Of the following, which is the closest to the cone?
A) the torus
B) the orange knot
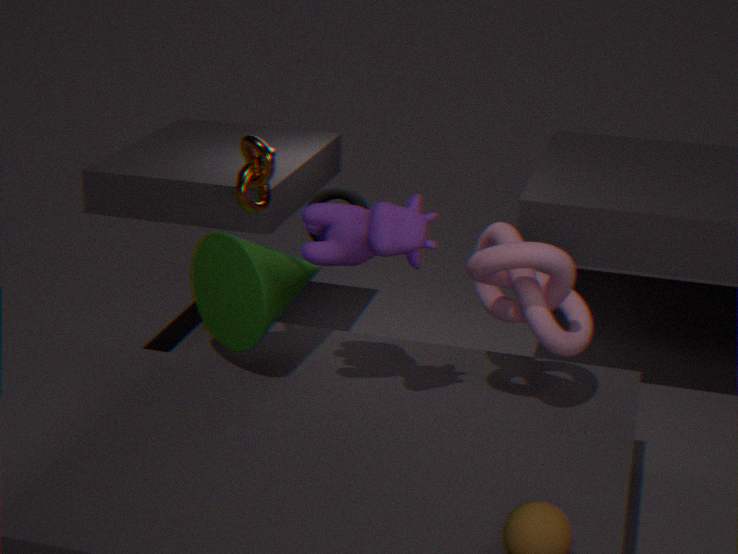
the orange knot
